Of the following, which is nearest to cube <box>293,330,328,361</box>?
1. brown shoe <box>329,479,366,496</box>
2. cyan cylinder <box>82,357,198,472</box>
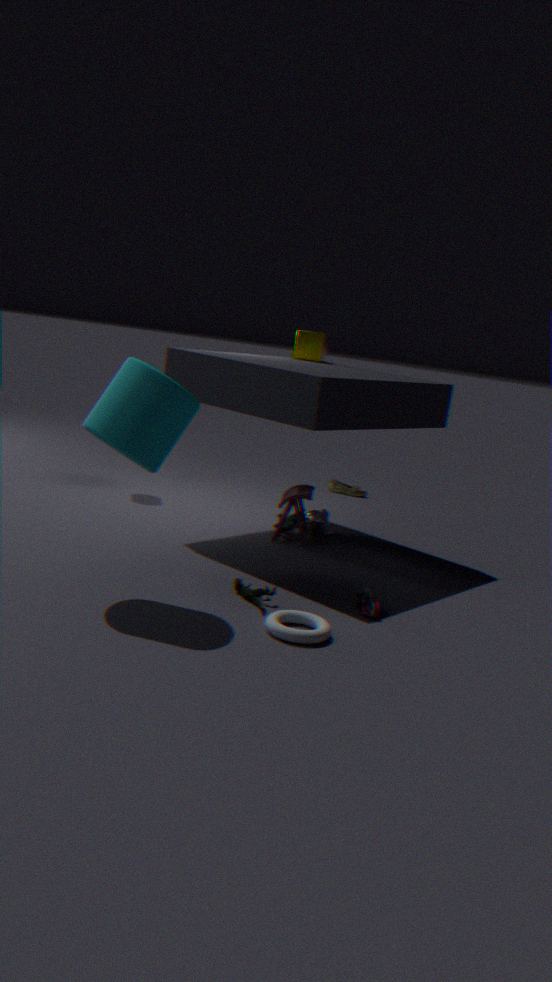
brown shoe <box>329,479,366,496</box>
